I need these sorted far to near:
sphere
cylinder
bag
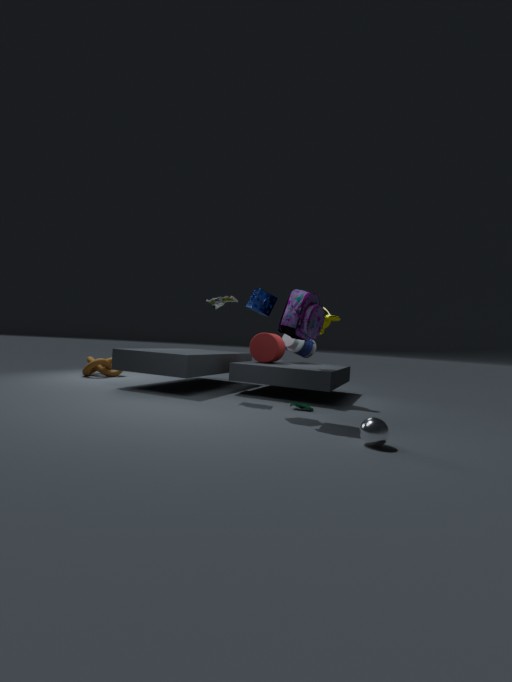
cylinder < bag < sphere
